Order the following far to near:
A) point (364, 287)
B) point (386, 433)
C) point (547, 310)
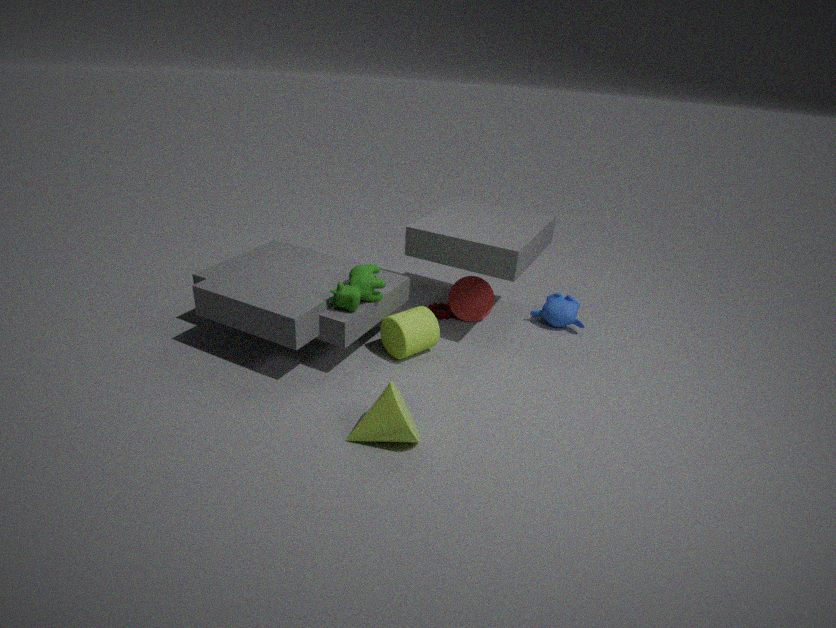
point (547, 310)
point (364, 287)
point (386, 433)
